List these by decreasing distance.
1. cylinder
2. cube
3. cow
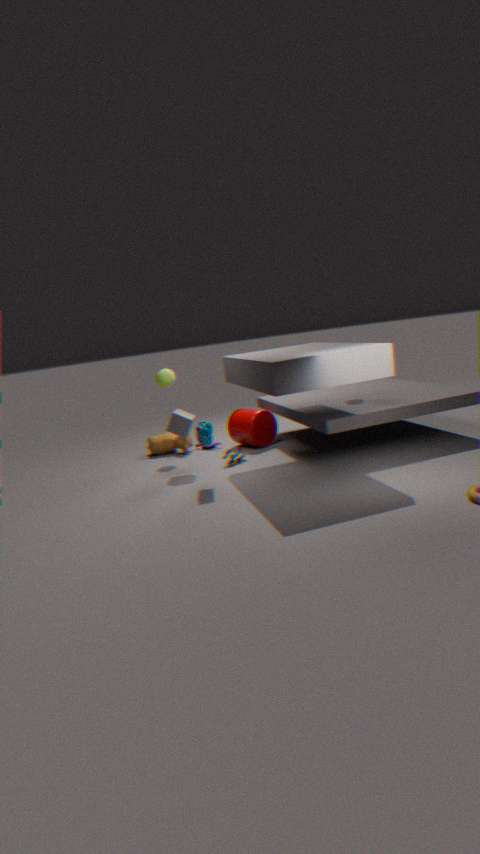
1. cow
2. cylinder
3. cube
